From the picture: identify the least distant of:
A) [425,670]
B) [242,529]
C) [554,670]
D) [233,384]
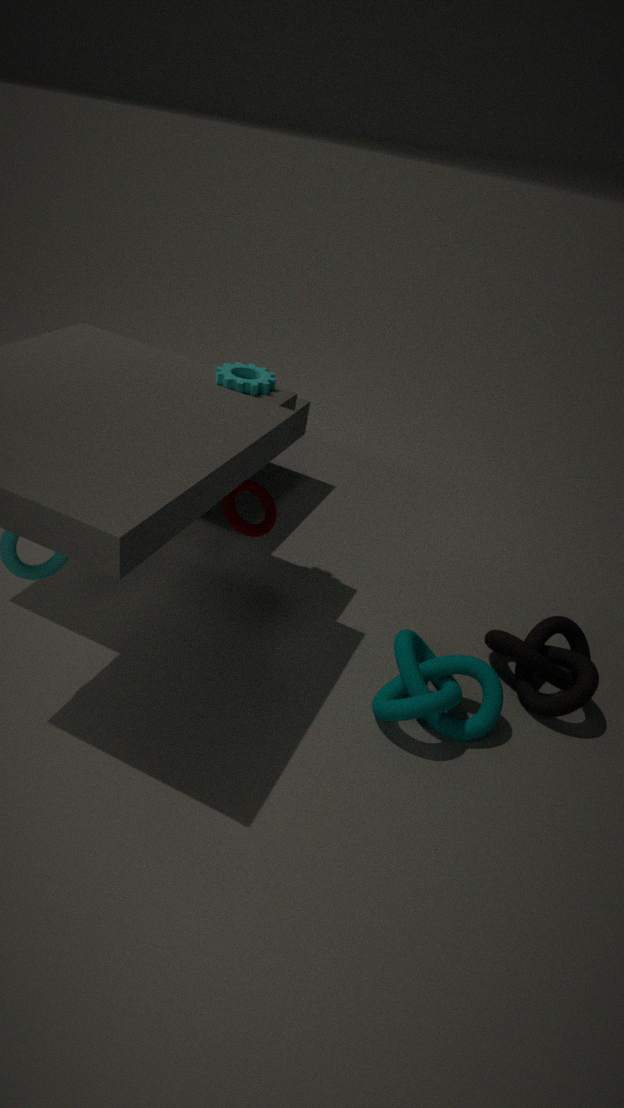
[425,670]
